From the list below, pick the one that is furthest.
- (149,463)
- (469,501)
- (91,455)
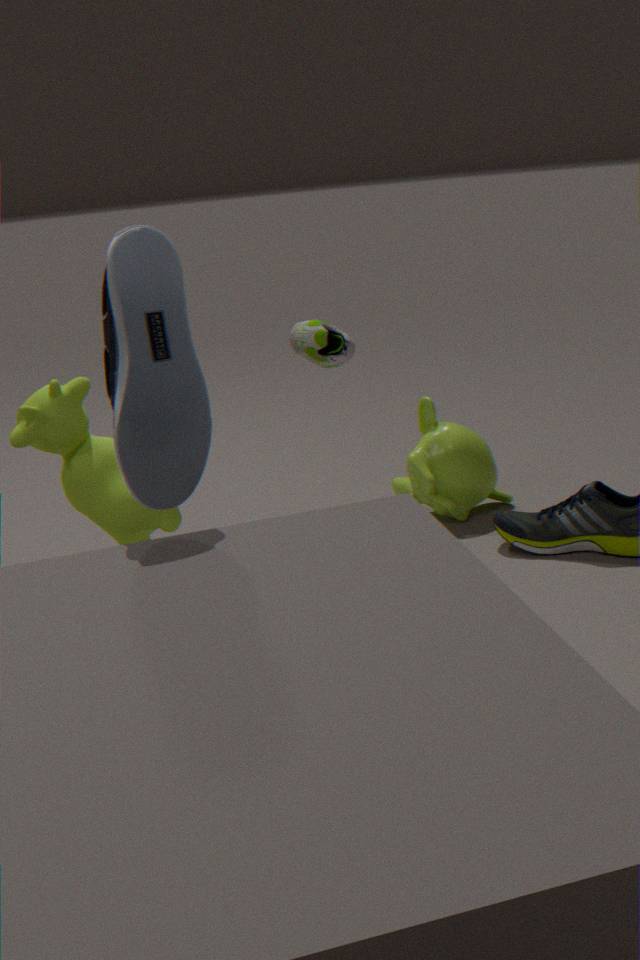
(469,501)
